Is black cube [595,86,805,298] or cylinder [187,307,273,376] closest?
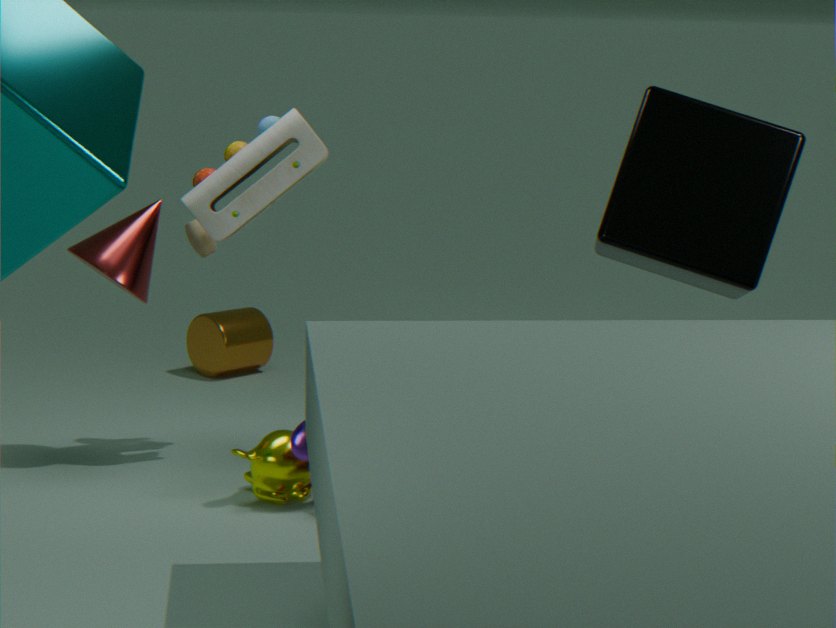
black cube [595,86,805,298]
